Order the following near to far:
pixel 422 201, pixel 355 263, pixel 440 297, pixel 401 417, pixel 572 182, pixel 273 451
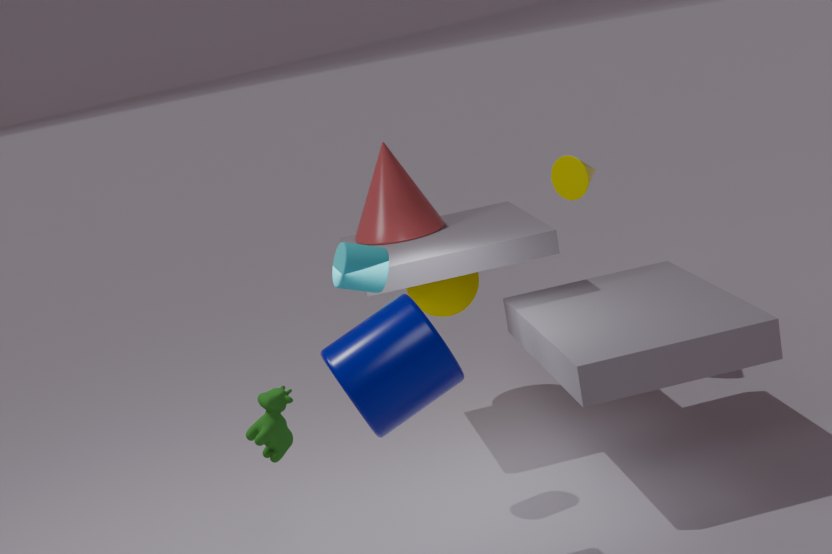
pixel 401 417
pixel 273 451
pixel 355 263
pixel 422 201
pixel 572 182
pixel 440 297
